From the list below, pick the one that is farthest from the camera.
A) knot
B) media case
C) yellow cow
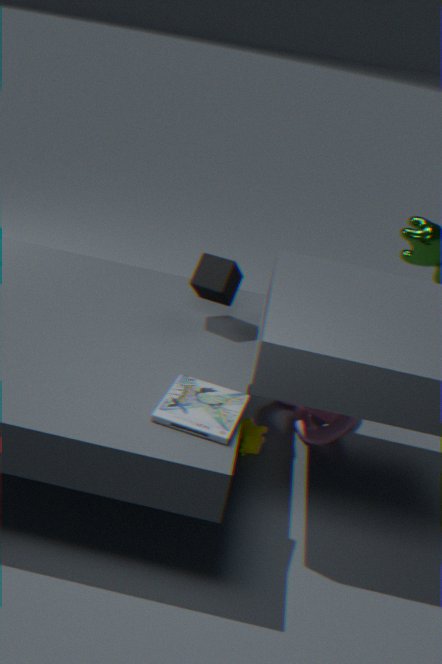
knot
